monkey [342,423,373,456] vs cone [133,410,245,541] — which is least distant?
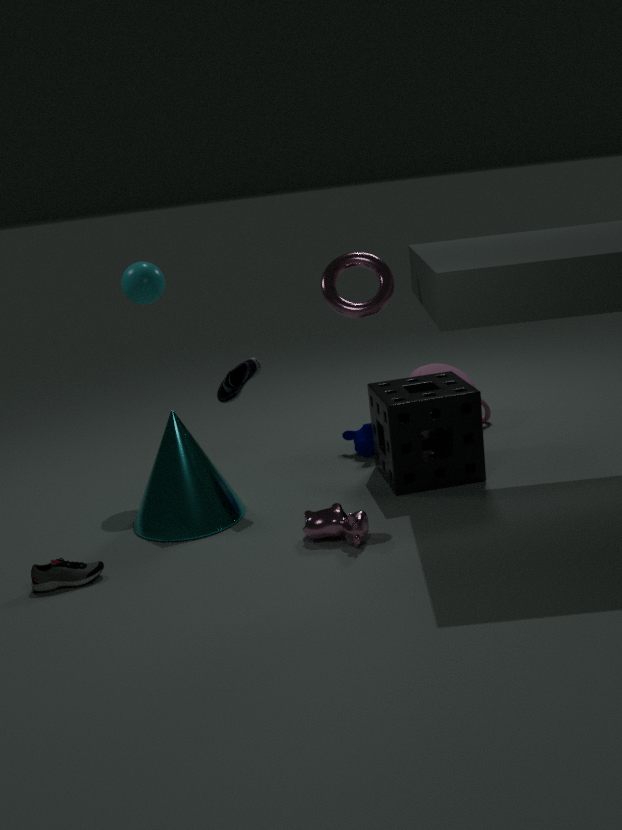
cone [133,410,245,541]
